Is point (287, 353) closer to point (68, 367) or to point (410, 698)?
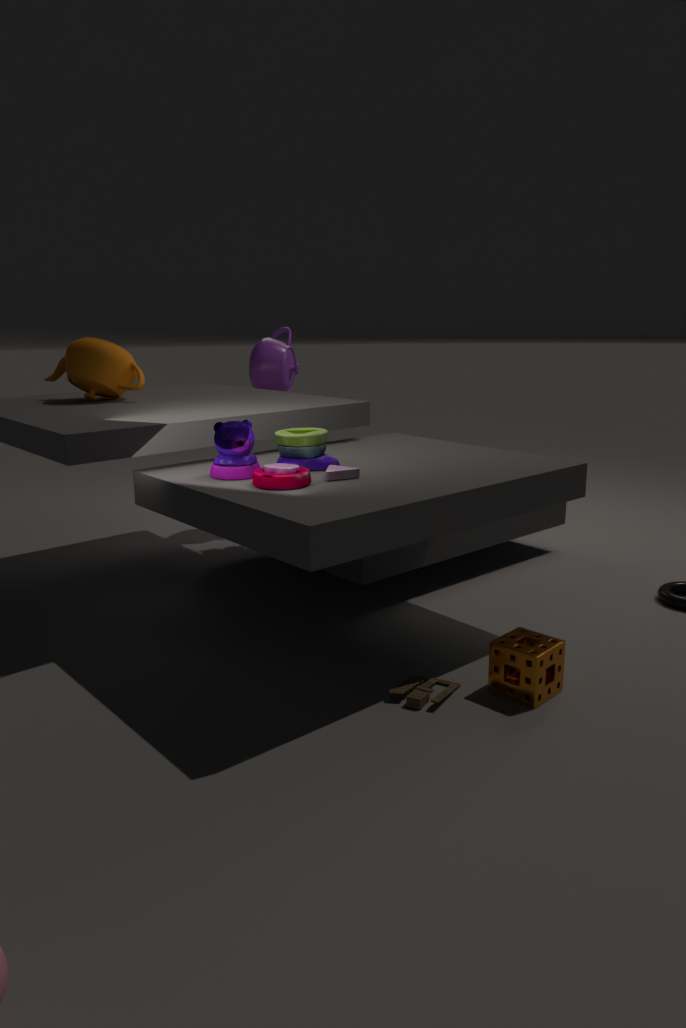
point (68, 367)
